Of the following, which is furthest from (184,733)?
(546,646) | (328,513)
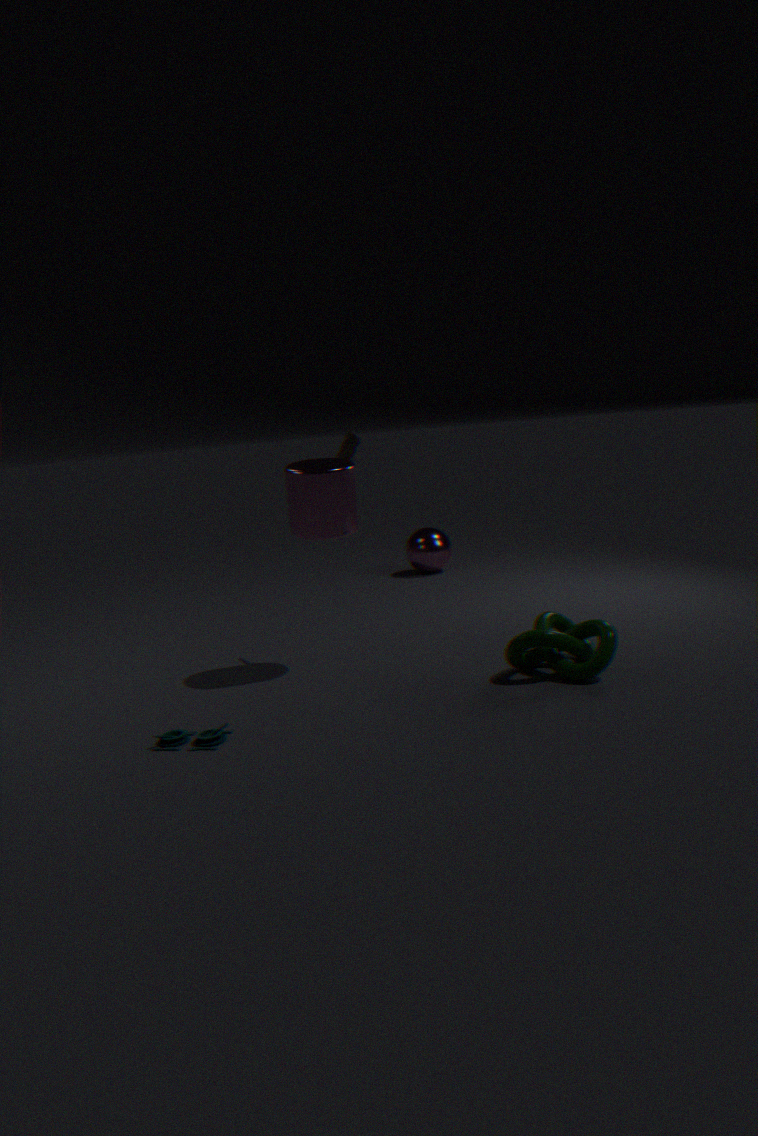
(546,646)
